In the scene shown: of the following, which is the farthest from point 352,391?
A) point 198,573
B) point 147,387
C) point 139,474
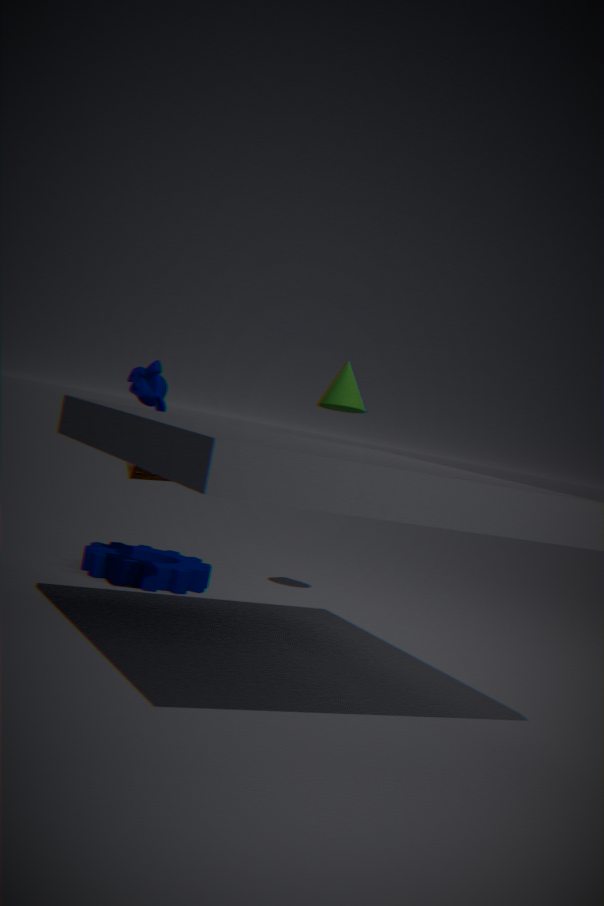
point 198,573
